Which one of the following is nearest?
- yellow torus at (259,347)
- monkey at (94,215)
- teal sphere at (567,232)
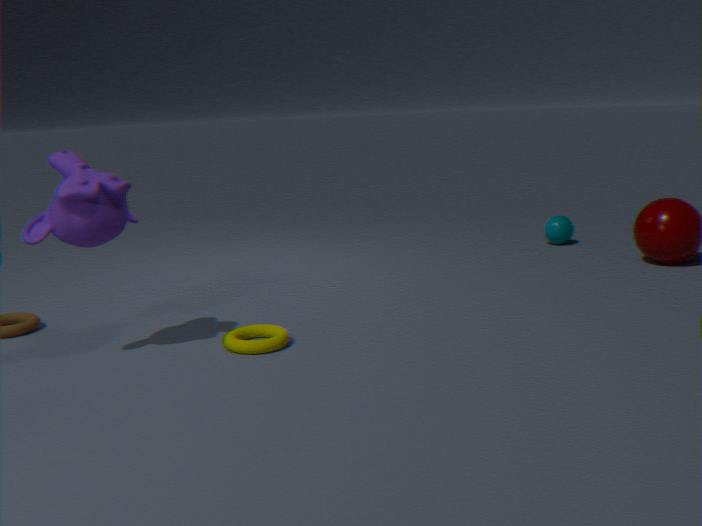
monkey at (94,215)
